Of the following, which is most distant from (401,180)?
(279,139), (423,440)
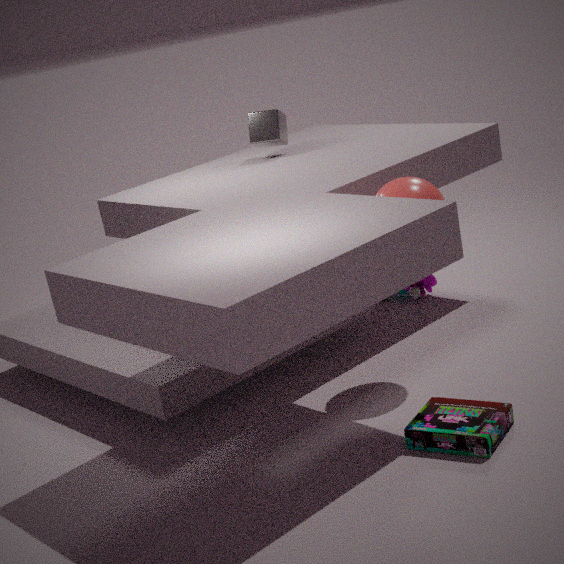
(279,139)
